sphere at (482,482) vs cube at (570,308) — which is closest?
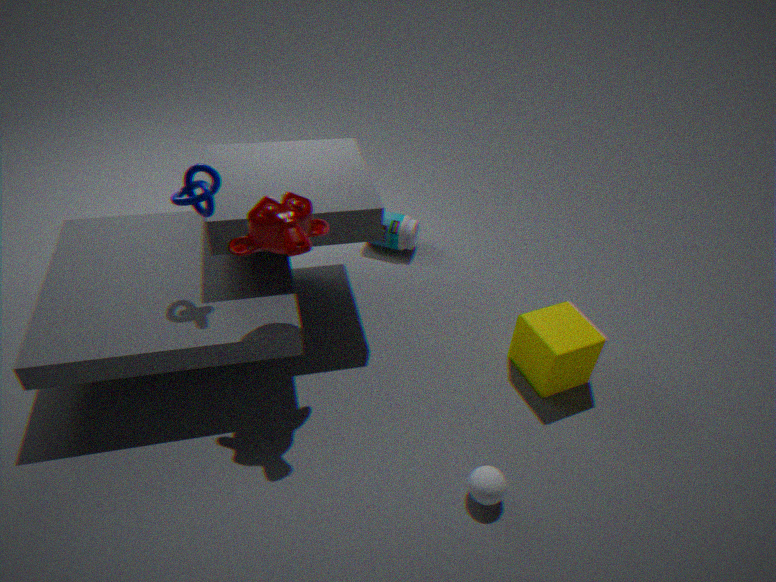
sphere at (482,482)
